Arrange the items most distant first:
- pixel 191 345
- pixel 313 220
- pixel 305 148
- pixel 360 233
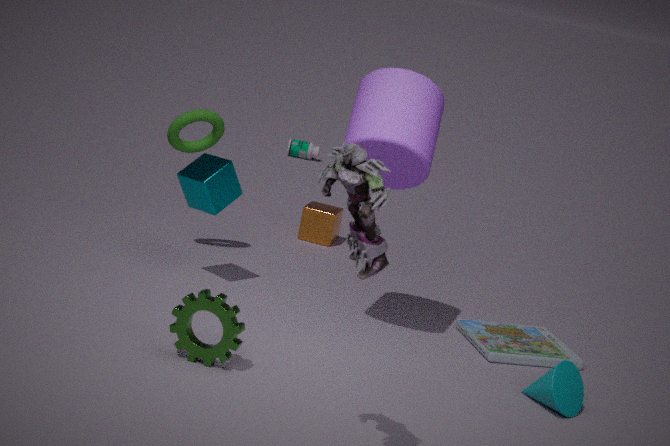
1. pixel 305 148
2. pixel 313 220
3. pixel 191 345
4. pixel 360 233
